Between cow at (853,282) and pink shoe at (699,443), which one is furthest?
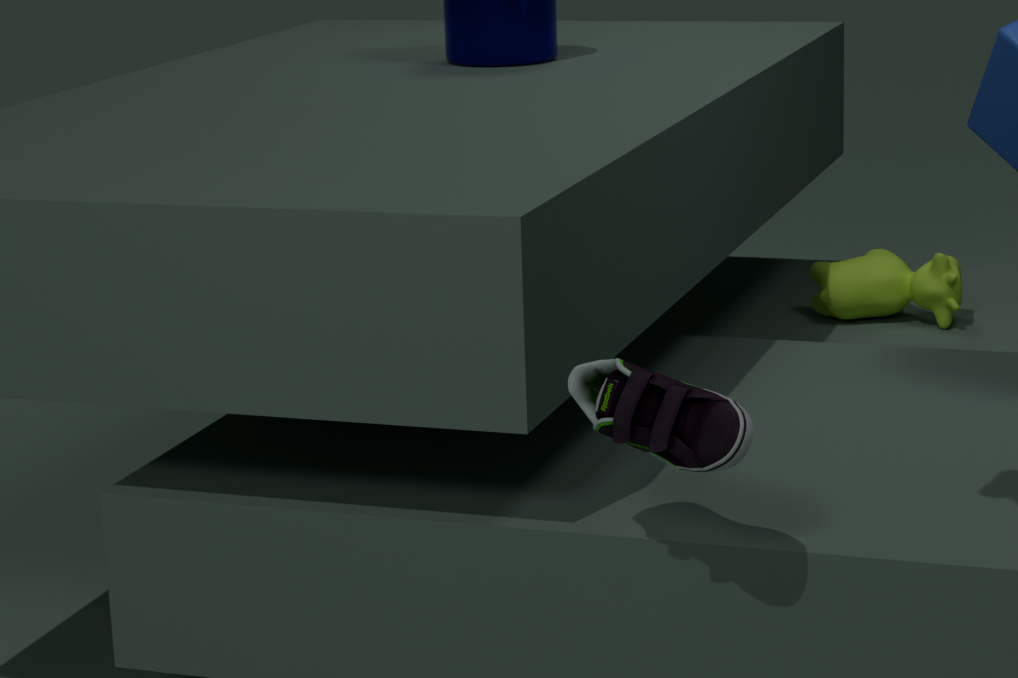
cow at (853,282)
